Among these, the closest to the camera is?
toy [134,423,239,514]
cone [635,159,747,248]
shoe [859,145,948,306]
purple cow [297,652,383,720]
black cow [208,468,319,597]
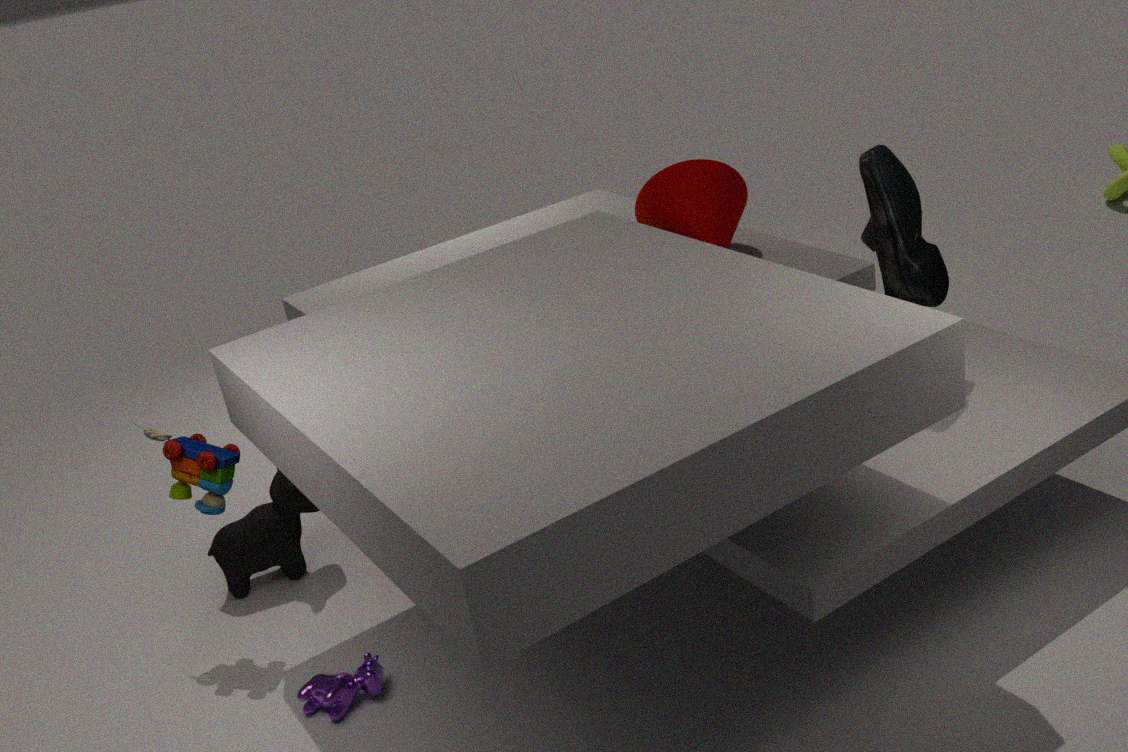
purple cow [297,652,383,720]
